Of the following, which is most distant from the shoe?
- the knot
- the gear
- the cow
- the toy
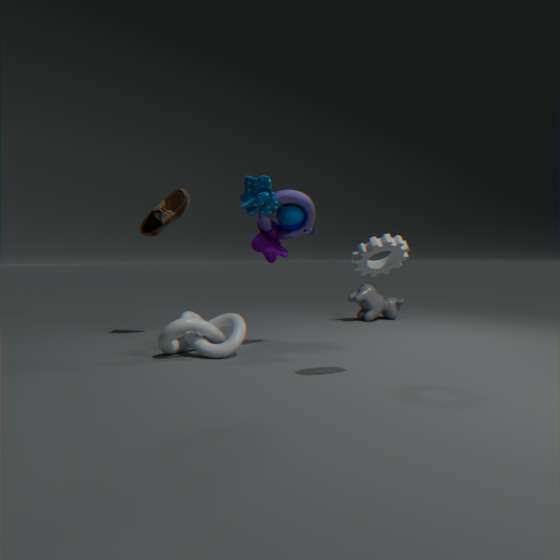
the cow
